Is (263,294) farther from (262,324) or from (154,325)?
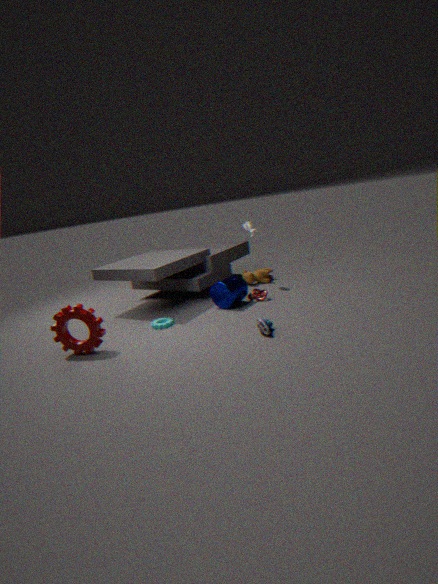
(154,325)
